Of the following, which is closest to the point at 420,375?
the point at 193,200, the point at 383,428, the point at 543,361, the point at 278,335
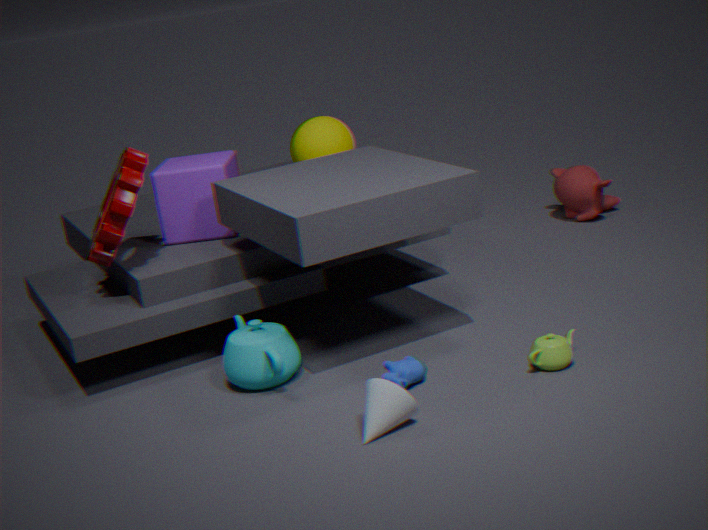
the point at 383,428
